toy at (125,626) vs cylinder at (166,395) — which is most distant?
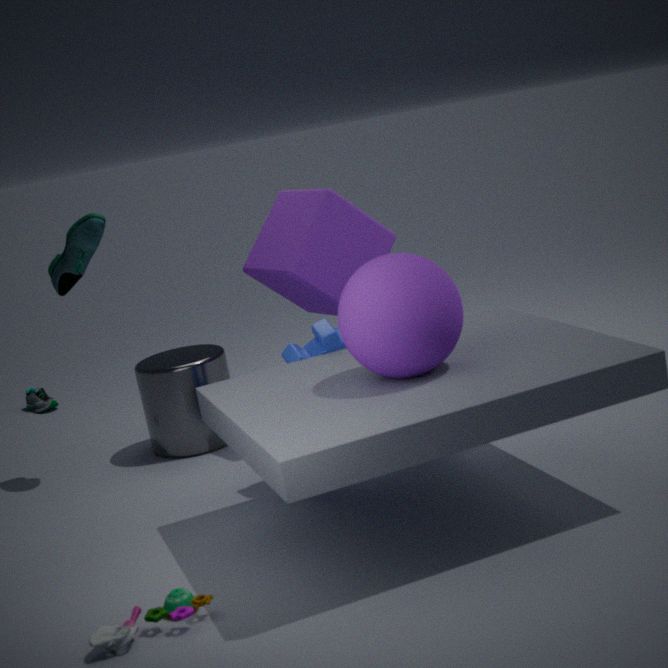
cylinder at (166,395)
